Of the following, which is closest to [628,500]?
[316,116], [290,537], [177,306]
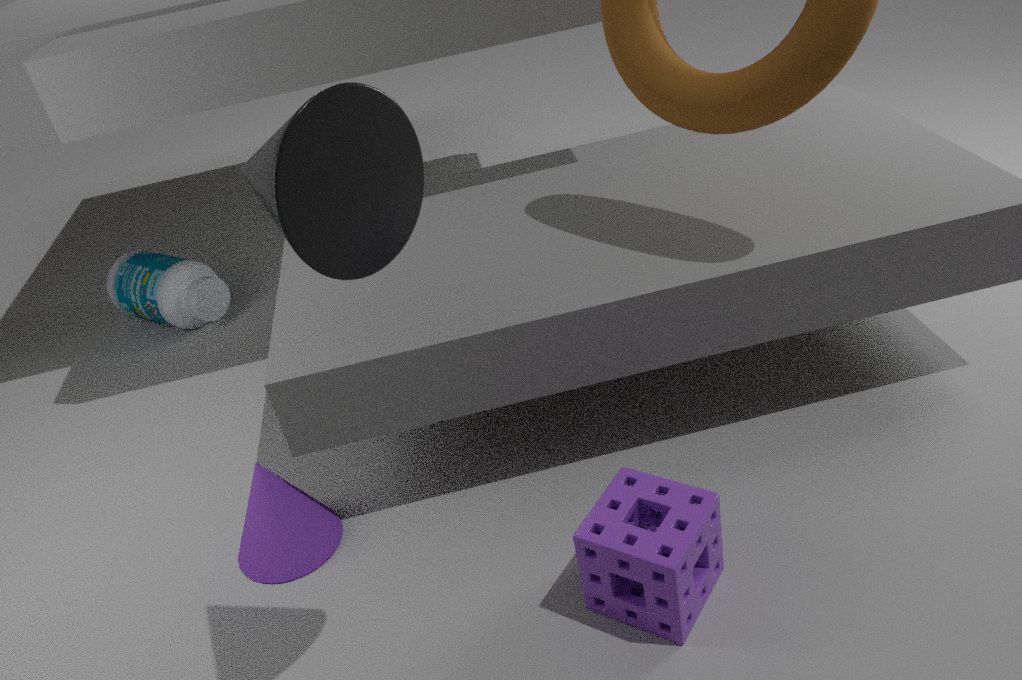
[290,537]
